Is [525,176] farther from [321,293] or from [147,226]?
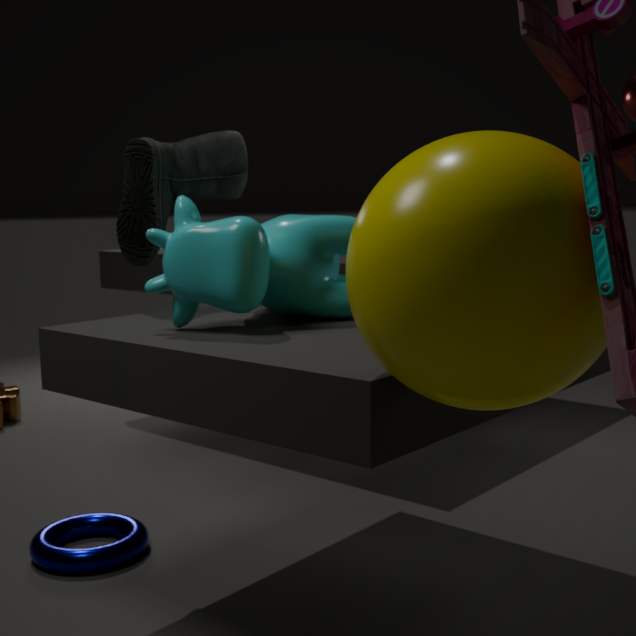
[147,226]
